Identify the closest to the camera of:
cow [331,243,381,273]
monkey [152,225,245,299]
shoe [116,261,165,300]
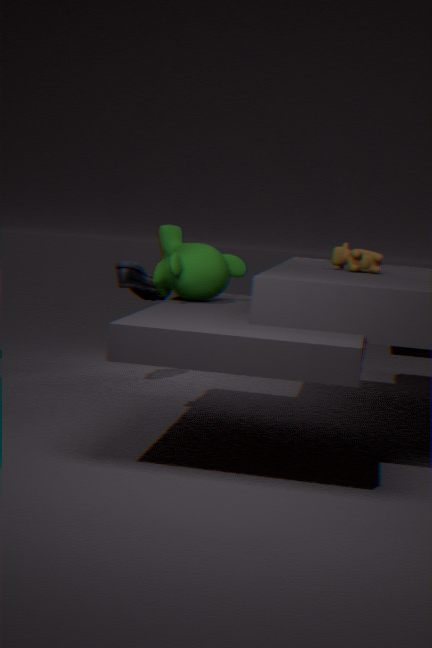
monkey [152,225,245,299]
